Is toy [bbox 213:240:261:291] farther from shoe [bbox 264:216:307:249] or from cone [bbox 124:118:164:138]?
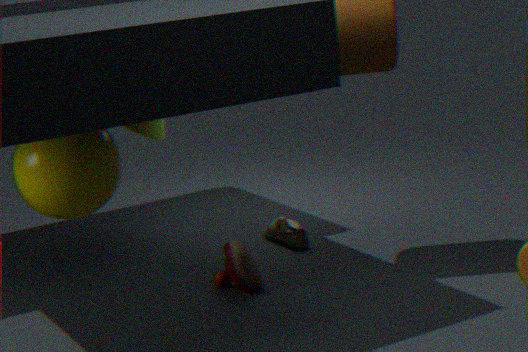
cone [bbox 124:118:164:138]
